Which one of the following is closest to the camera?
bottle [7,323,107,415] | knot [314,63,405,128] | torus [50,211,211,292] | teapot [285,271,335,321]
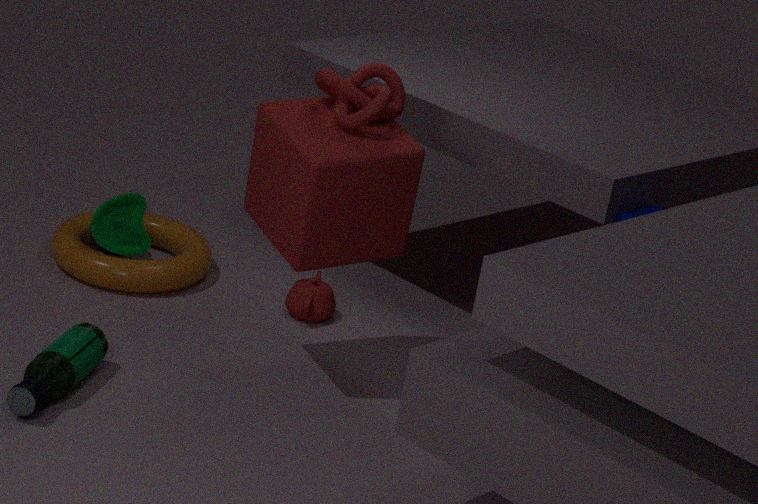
bottle [7,323,107,415]
